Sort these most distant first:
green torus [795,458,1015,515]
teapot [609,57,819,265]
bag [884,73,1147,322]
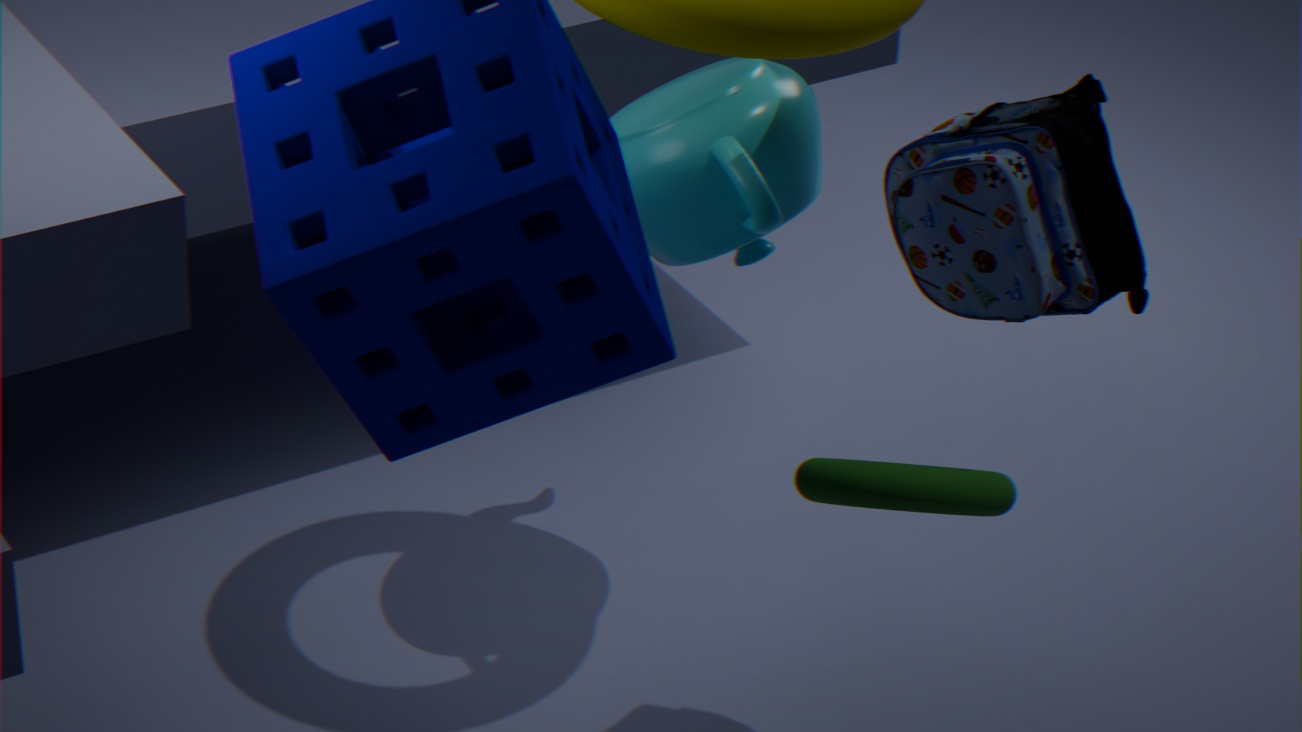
1. teapot [609,57,819,265]
2. bag [884,73,1147,322]
3. green torus [795,458,1015,515]
